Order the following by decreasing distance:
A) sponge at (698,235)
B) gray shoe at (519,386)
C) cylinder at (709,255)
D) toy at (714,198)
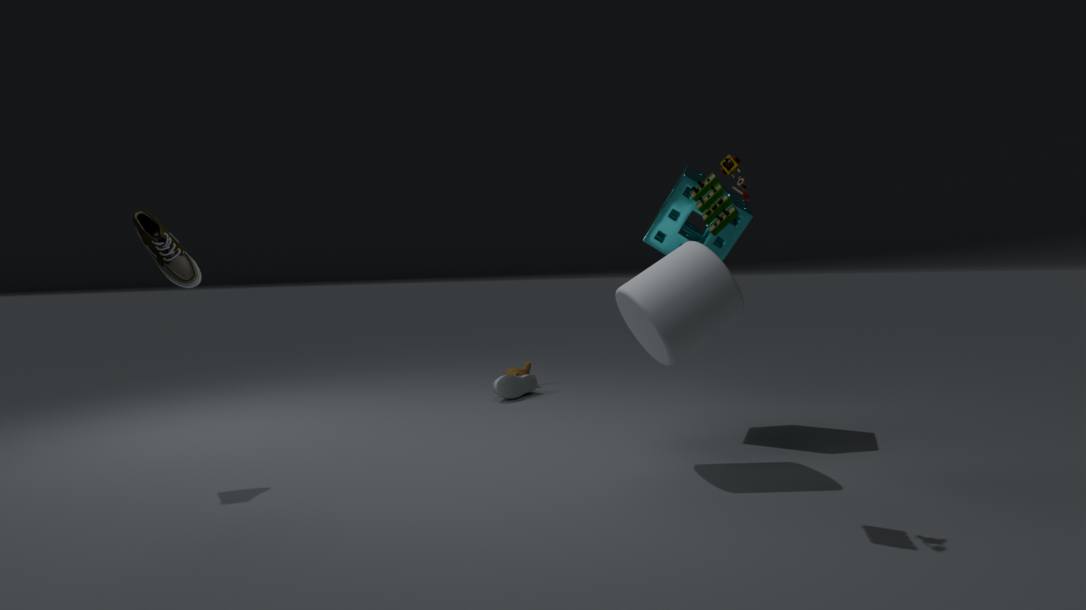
gray shoe at (519,386) → sponge at (698,235) → cylinder at (709,255) → toy at (714,198)
